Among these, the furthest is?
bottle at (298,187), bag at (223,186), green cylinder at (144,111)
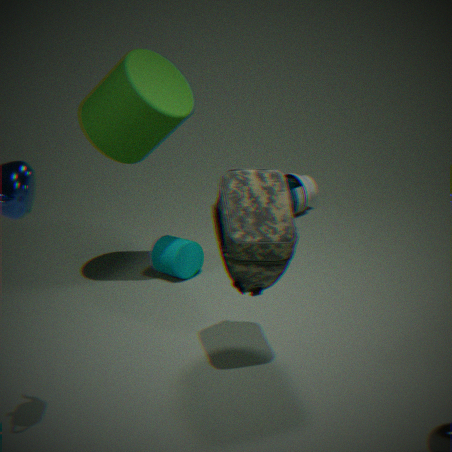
bottle at (298,187)
